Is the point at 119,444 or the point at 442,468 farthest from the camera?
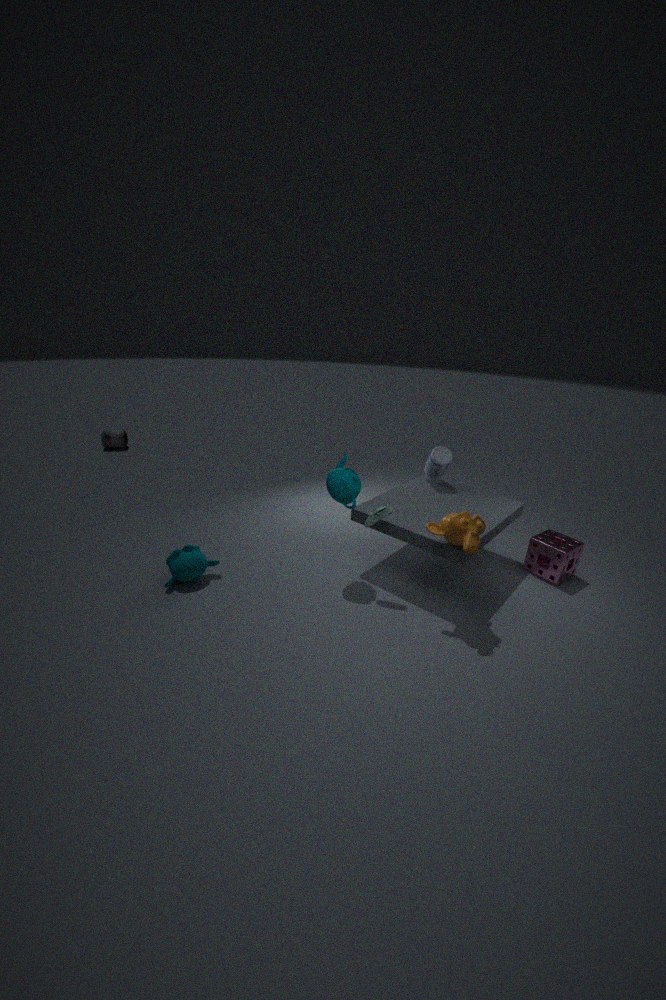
the point at 119,444
